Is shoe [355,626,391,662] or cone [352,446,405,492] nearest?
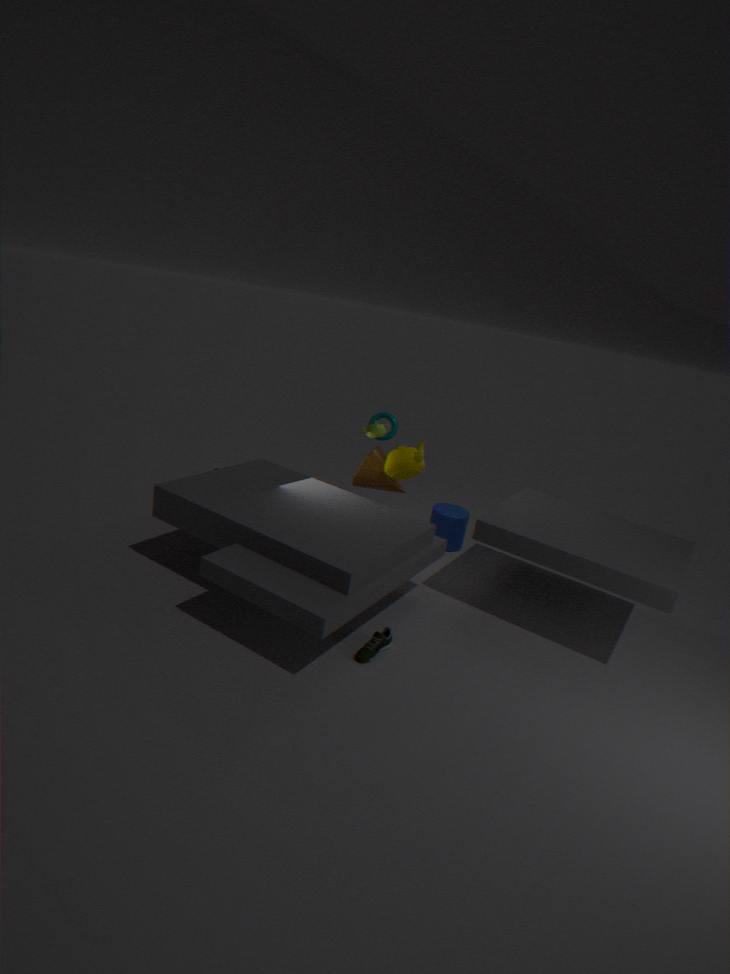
shoe [355,626,391,662]
